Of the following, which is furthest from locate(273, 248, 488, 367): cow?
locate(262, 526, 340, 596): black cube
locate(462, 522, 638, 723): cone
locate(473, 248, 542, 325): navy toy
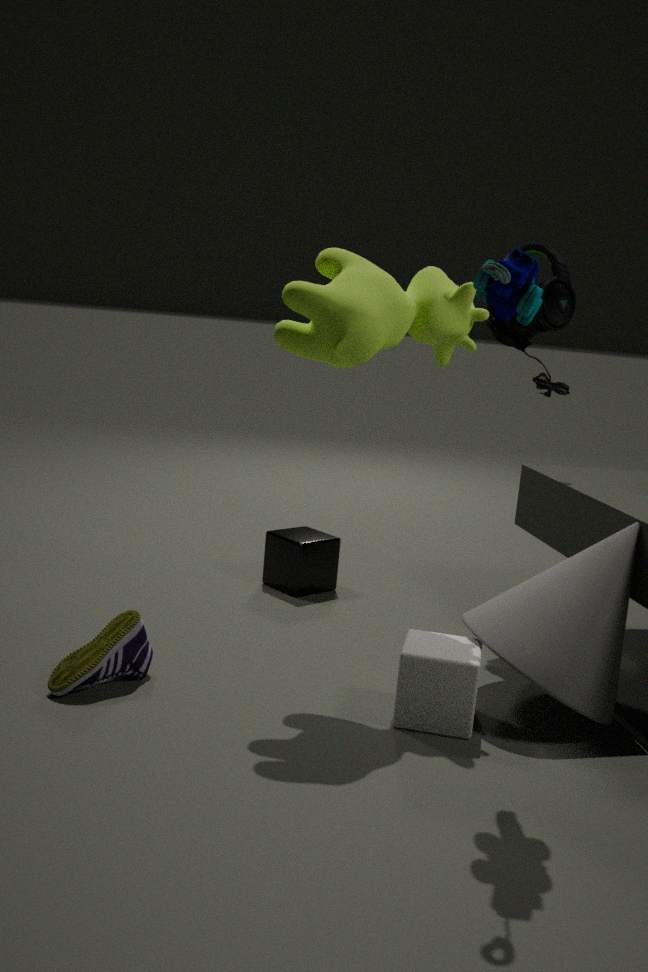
locate(262, 526, 340, 596): black cube
